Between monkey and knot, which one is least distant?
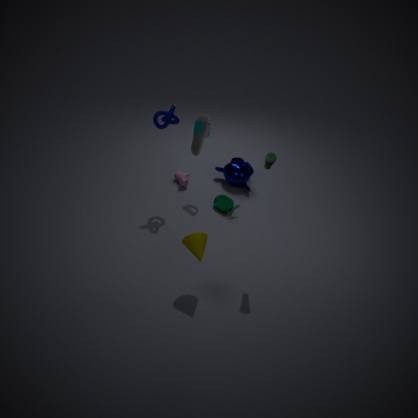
knot
